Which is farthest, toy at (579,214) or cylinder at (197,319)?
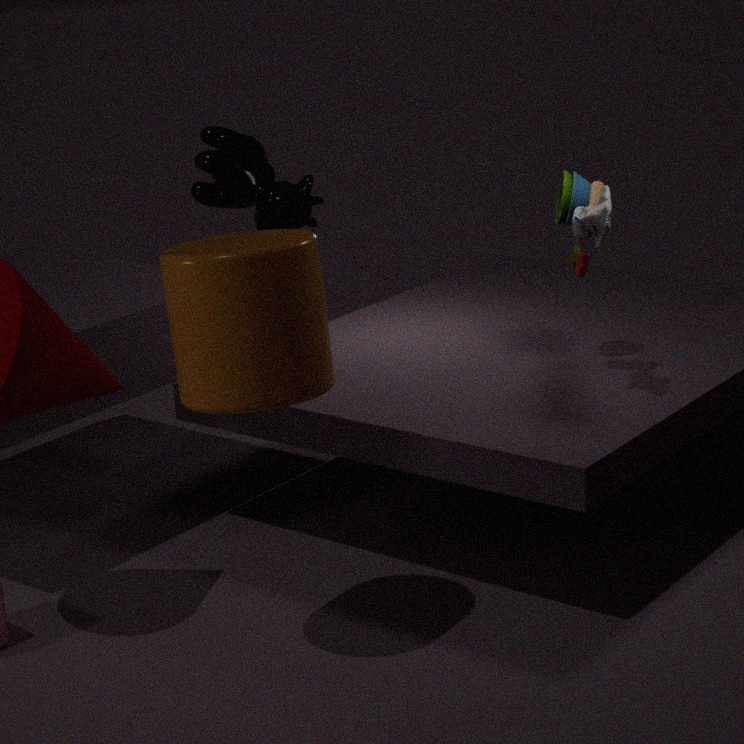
toy at (579,214)
